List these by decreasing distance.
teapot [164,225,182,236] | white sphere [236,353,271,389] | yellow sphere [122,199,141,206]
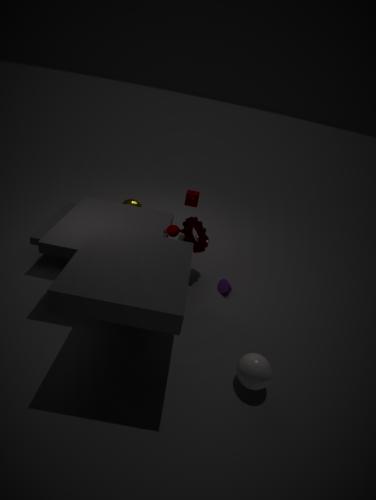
yellow sphere [122,199,141,206]
teapot [164,225,182,236]
white sphere [236,353,271,389]
